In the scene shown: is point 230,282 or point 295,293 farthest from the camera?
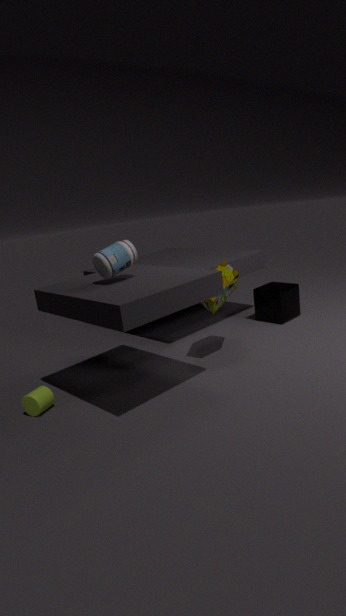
point 295,293
